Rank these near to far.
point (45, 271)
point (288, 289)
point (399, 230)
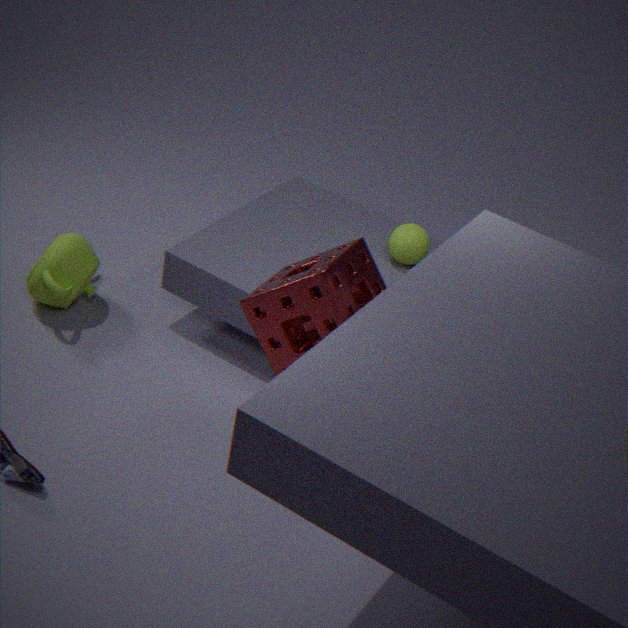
point (288, 289) → point (45, 271) → point (399, 230)
